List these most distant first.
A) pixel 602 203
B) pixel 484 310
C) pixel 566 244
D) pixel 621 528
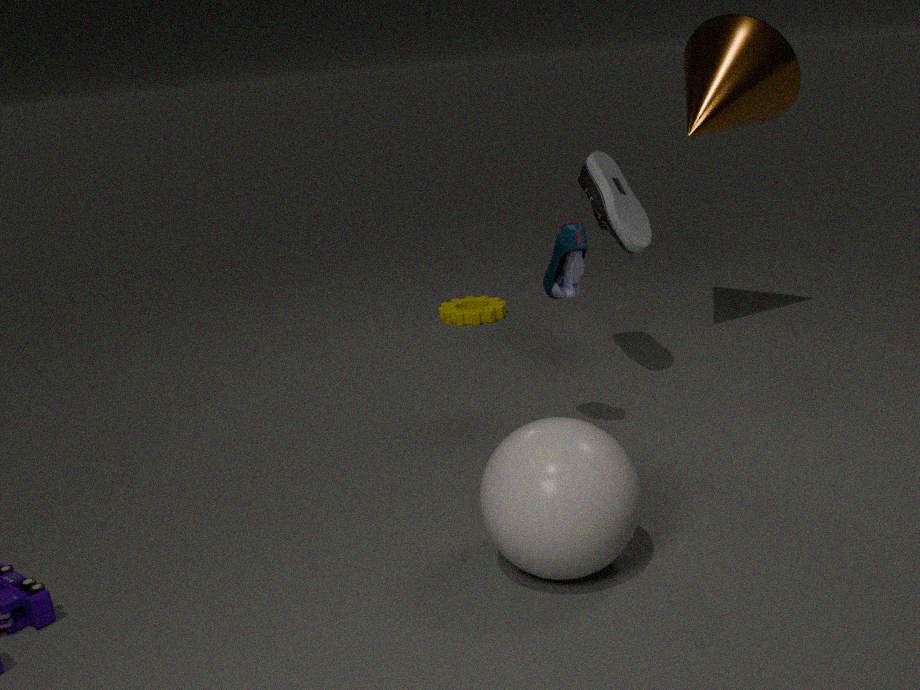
pixel 484 310 → pixel 602 203 → pixel 566 244 → pixel 621 528
